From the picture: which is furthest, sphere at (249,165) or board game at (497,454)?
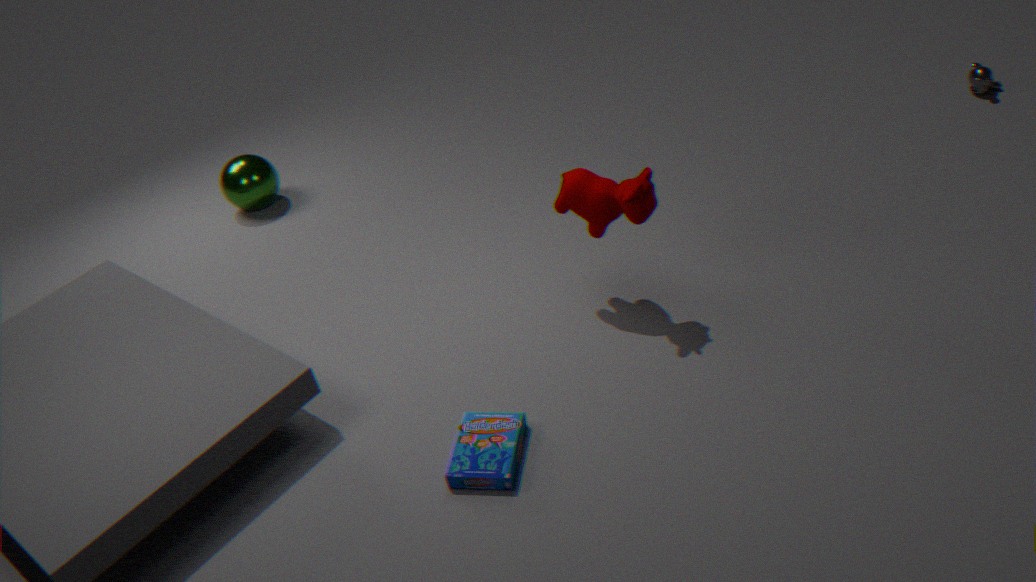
sphere at (249,165)
